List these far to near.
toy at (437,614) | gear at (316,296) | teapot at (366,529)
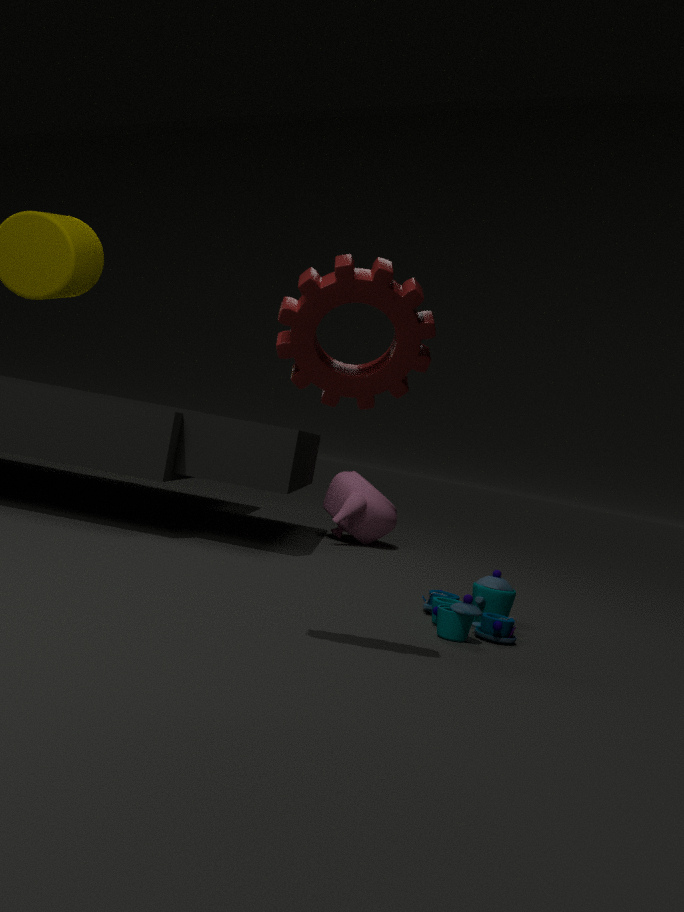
1. teapot at (366,529)
2. toy at (437,614)
3. gear at (316,296)
